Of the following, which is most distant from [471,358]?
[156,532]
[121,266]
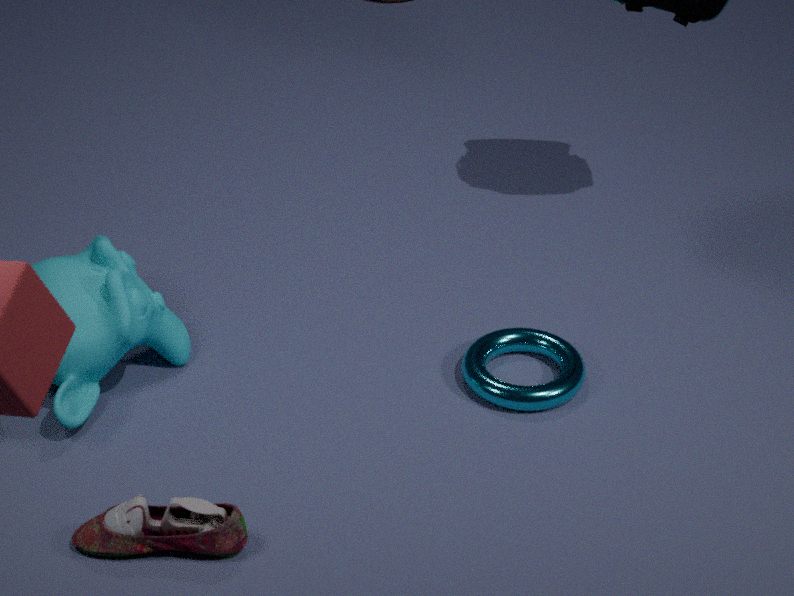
[121,266]
